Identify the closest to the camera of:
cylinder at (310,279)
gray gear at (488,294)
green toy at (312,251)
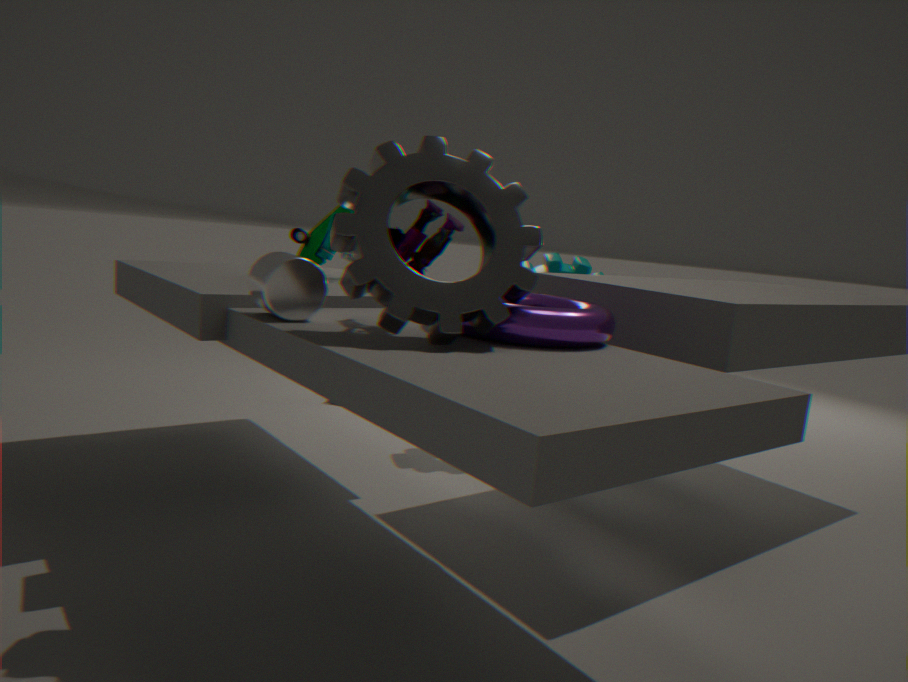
gray gear at (488,294)
